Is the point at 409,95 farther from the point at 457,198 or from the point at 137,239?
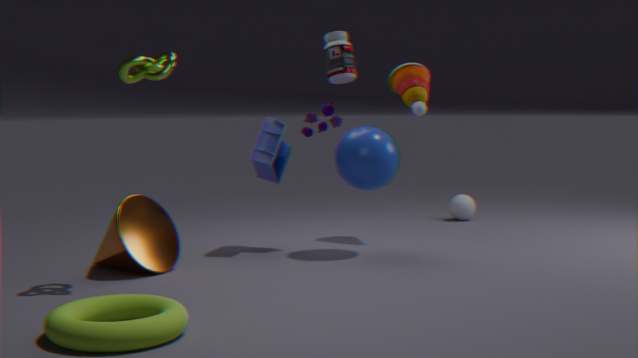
the point at 137,239
